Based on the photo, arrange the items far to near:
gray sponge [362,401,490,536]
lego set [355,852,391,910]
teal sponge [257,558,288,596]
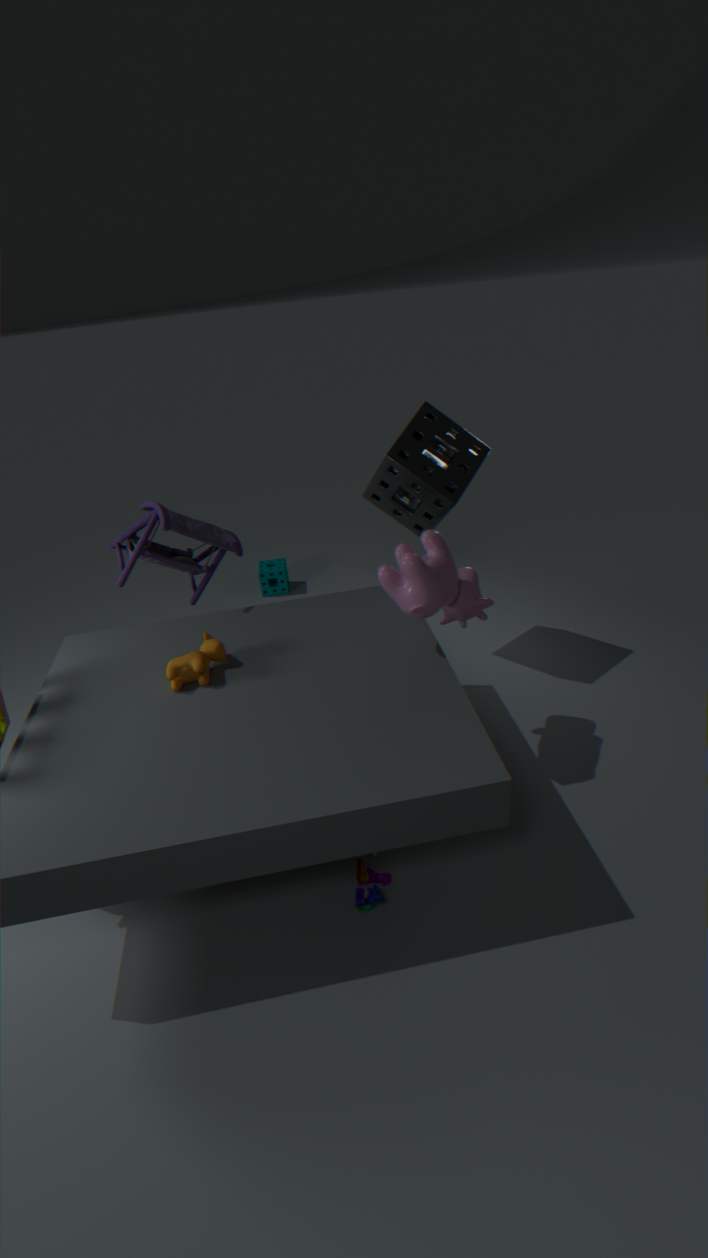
teal sponge [257,558,288,596] → gray sponge [362,401,490,536] → lego set [355,852,391,910]
